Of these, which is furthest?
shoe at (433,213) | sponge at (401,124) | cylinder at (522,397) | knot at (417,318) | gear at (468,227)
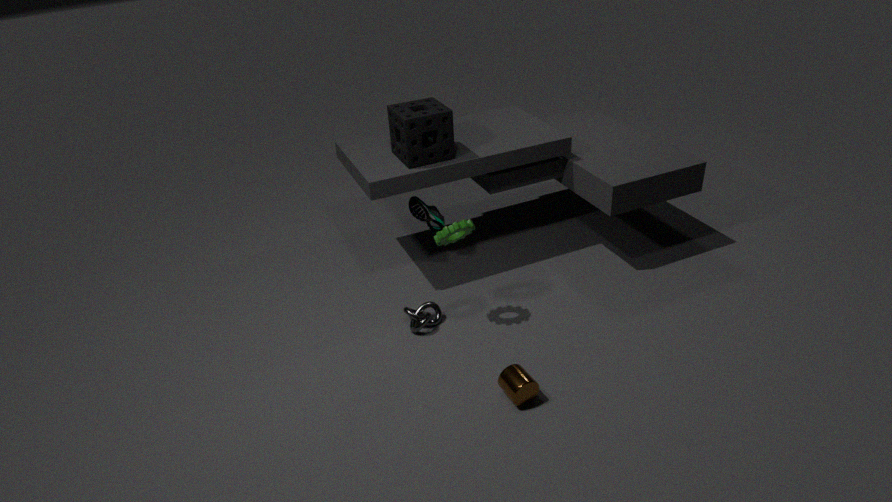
shoe at (433,213)
